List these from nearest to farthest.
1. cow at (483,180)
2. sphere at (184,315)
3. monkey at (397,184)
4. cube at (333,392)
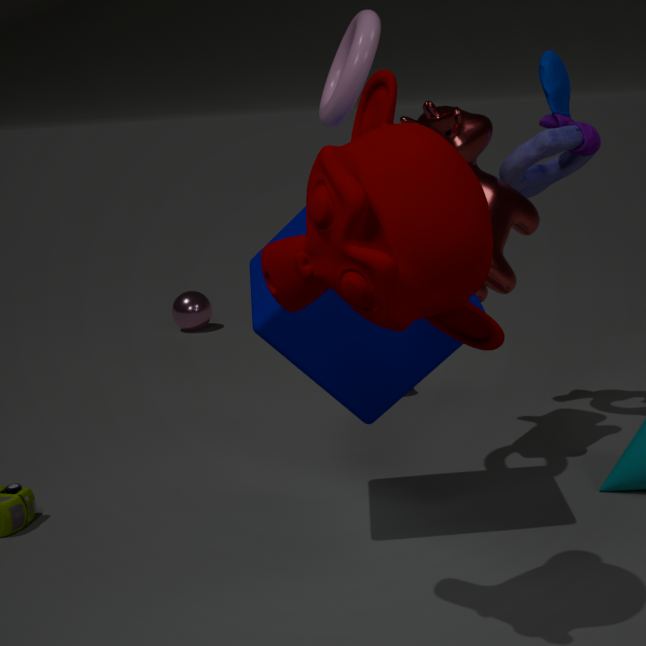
1. monkey at (397,184)
2. cube at (333,392)
3. cow at (483,180)
4. sphere at (184,315)
